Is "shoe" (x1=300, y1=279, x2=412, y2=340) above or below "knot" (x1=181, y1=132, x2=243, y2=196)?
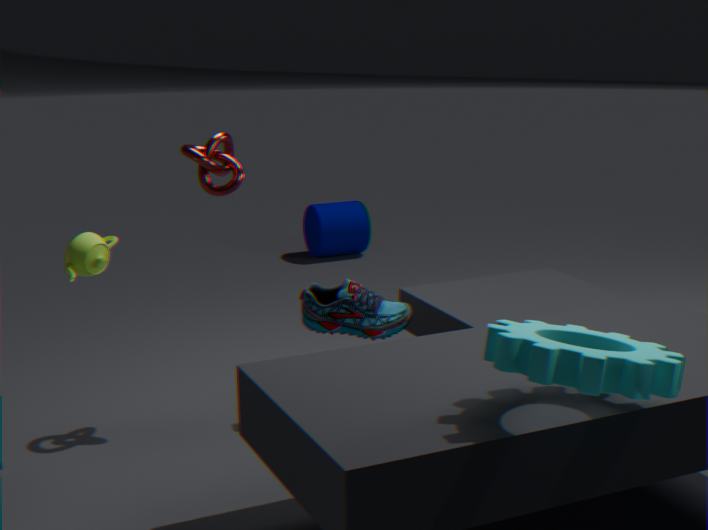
below
